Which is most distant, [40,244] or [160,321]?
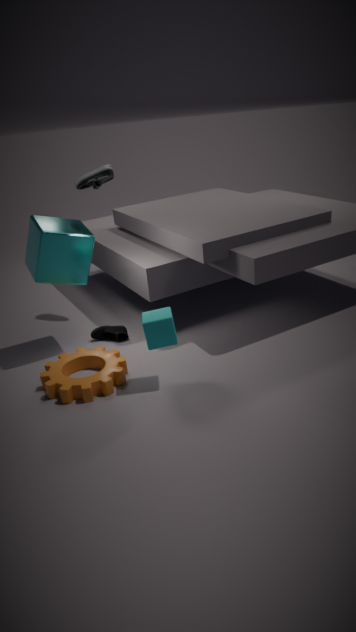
[40,244]
